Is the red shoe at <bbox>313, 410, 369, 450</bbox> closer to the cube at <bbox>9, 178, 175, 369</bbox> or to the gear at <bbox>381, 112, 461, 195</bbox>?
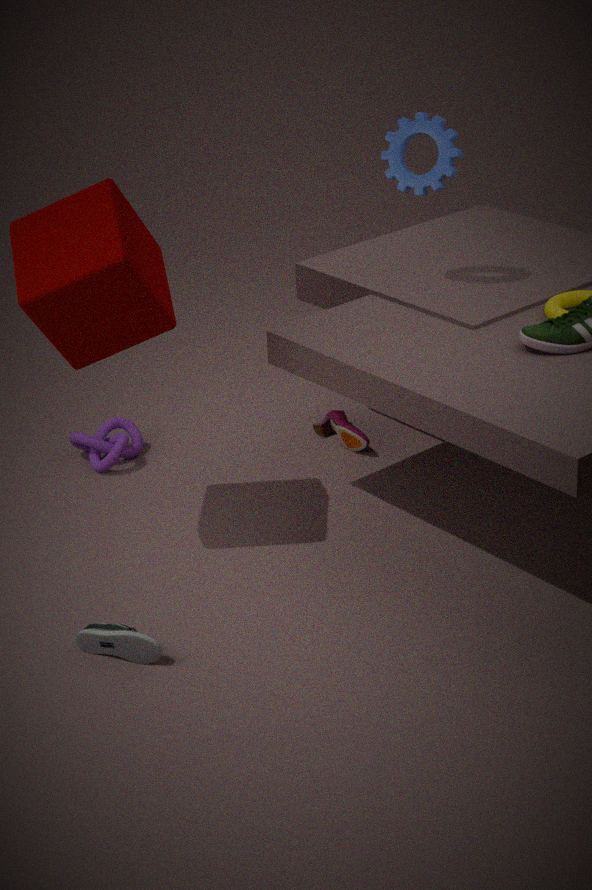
the gear at <bbox>381, 112, 461, 195</bbox>
